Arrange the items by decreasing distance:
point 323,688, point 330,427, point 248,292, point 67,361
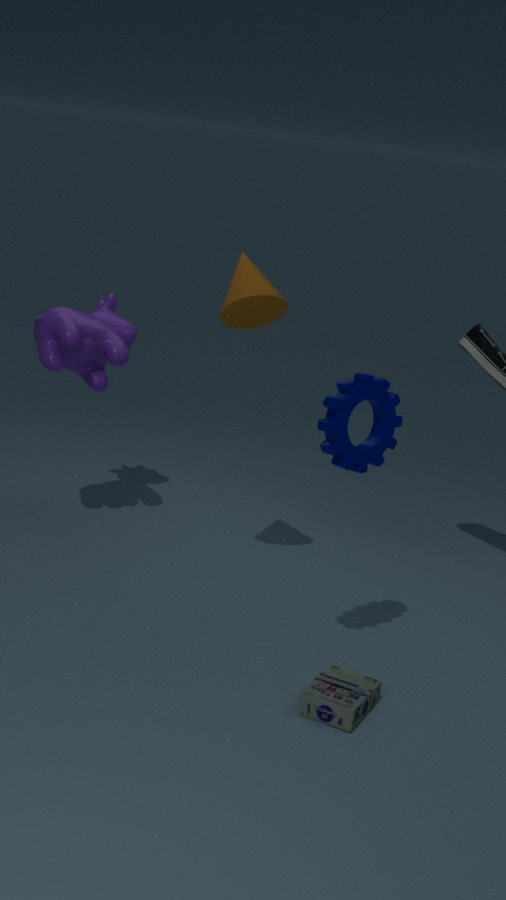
point 67,361, point 248,292, point 330,427, point 323,688
